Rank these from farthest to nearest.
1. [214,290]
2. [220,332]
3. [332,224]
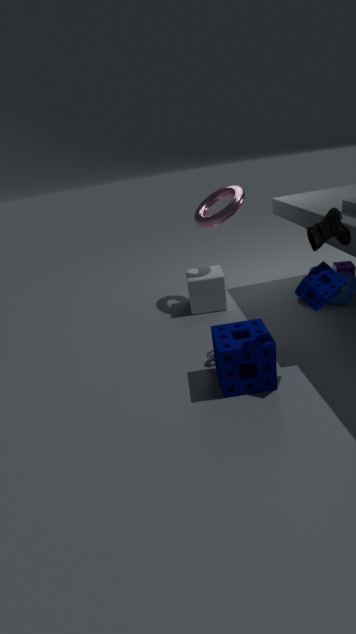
[214,290]
[220,332]
[332,224]
